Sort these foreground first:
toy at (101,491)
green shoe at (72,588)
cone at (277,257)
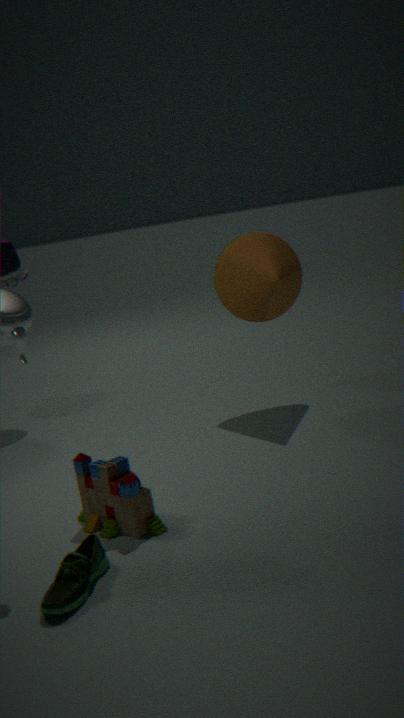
green shoe at (72,588) < toy at (101,491) < cone at (277,257)
